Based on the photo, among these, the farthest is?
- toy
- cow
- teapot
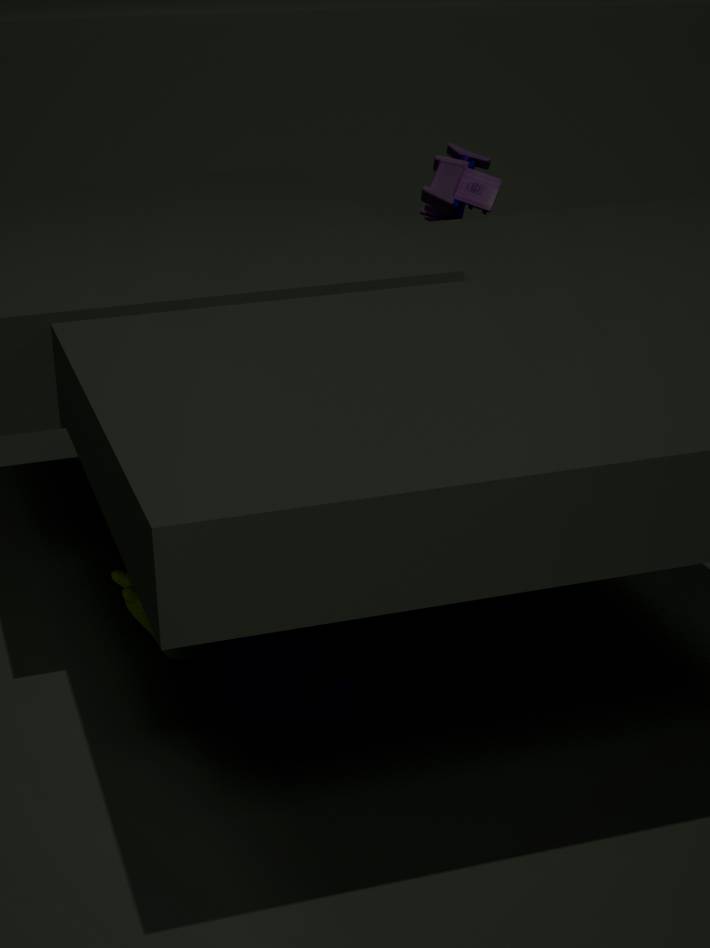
toy
